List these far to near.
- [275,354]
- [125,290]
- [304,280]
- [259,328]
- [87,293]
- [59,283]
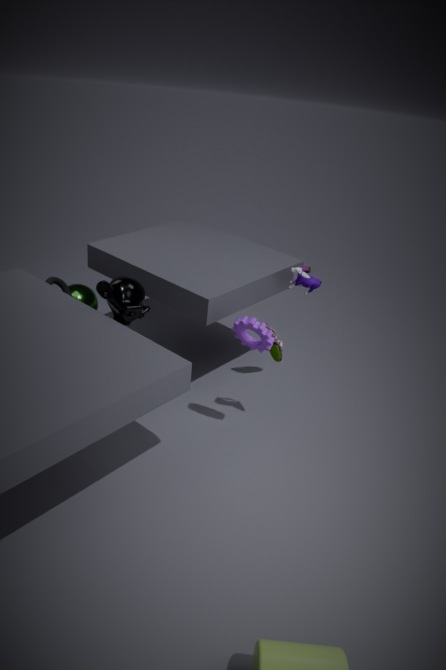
[87,293] → [59,283] → [304,280] → [275,354] → [125,290] → [259,328]
